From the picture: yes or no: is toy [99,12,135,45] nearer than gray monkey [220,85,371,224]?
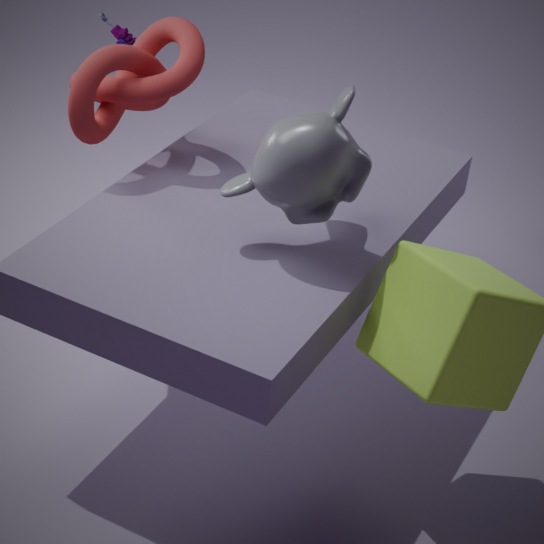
No
